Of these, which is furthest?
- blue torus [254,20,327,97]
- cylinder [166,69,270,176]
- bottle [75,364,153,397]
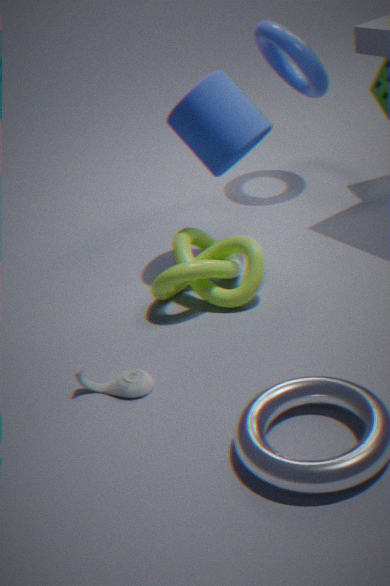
blue torus [254,20,327,97]
